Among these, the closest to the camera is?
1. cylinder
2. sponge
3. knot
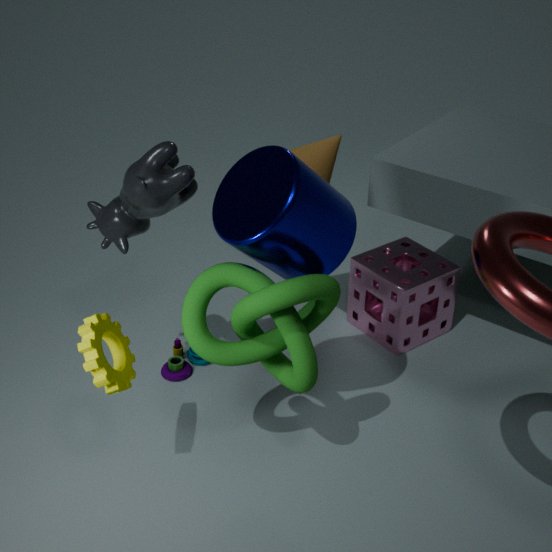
knot
